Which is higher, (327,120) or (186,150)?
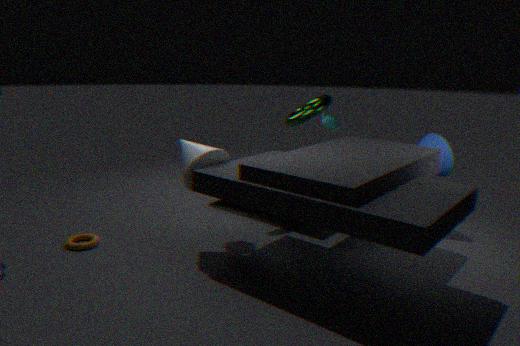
(327,120)
